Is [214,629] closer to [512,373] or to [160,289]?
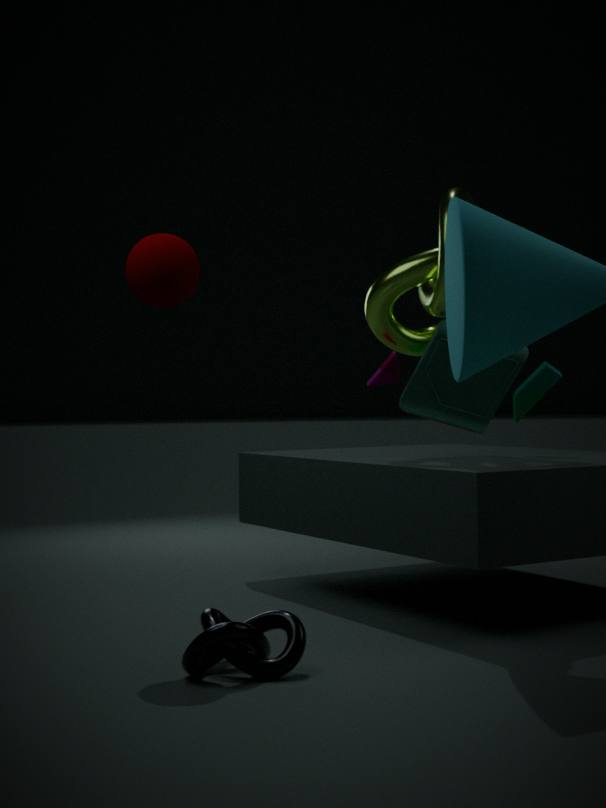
[160,289]
